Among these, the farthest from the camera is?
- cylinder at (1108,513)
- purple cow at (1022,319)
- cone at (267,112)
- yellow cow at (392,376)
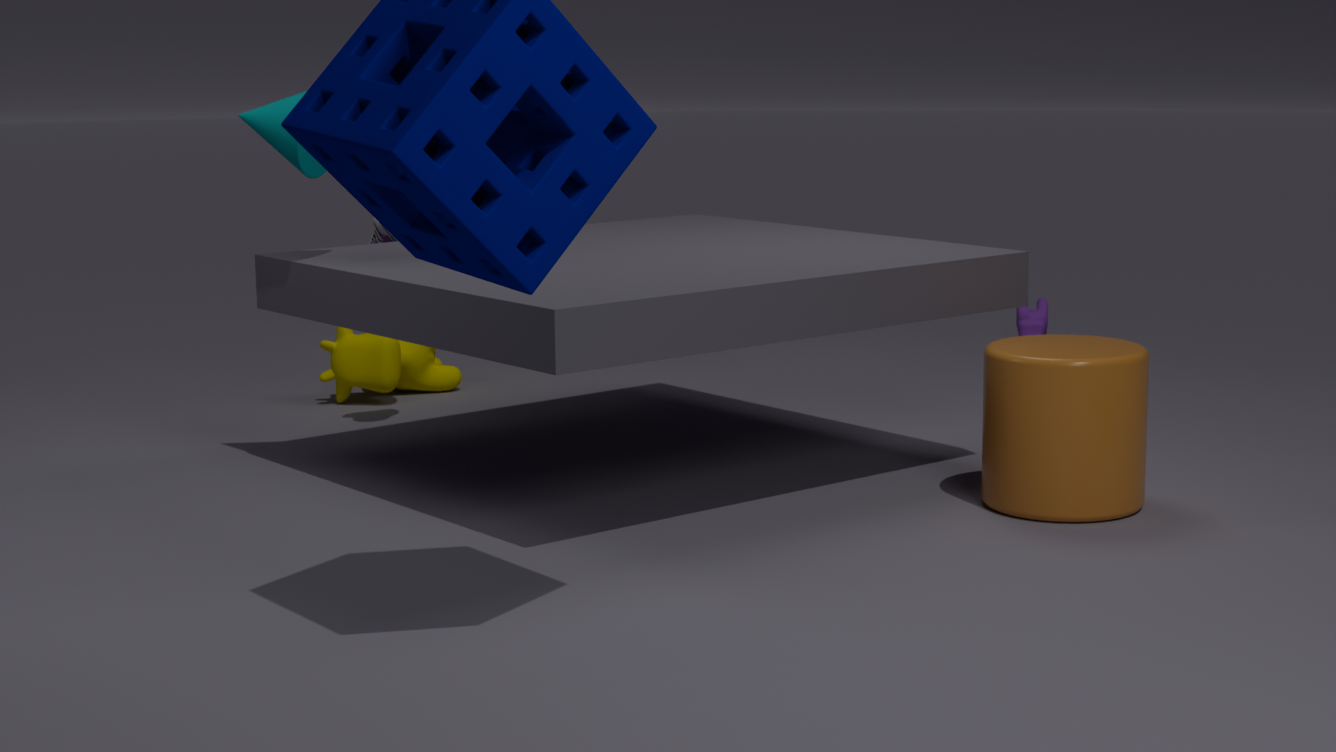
purple cow at (1022,319)
